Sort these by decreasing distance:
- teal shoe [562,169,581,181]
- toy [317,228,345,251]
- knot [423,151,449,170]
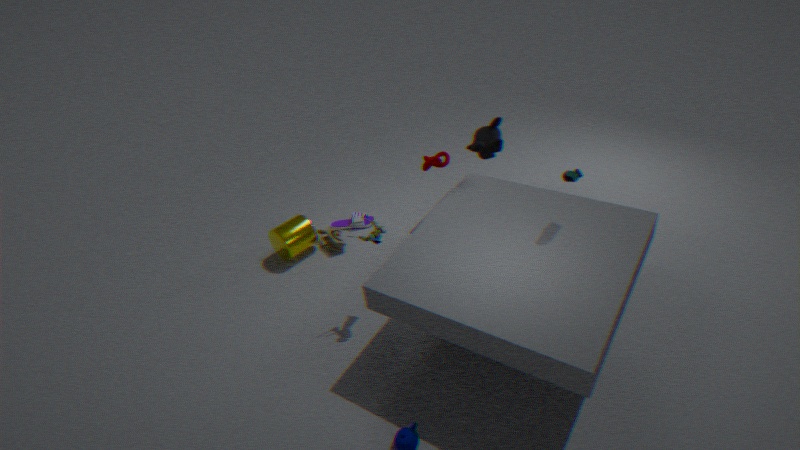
1. toy [317,228,345,251]
2. knot [423,151,449,170]
3. teal shoe [562,169,581,181]
